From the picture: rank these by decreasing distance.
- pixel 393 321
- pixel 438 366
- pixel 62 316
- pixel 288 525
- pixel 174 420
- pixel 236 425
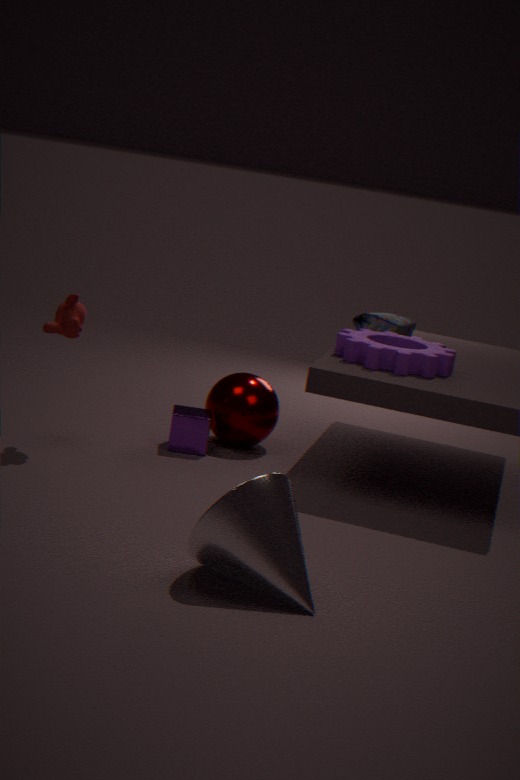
pixel 393 321 → pixel 236 425 → pixel 174 420 → pixel 438 366 → pixel 62 316 → pixel 288 525
